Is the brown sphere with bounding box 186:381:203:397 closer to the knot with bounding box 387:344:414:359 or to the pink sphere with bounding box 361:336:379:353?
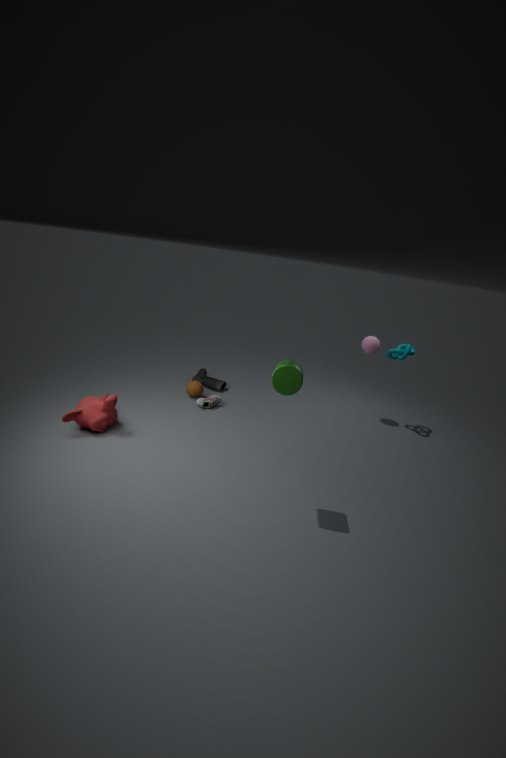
the pink sphere with bounding box 361:336:379:353
